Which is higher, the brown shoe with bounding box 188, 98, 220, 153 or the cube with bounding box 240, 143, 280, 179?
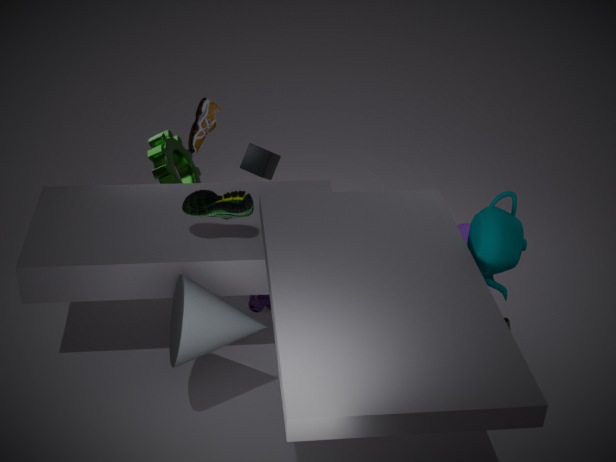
the brown shoe with bounding box 188, 98, 220, 153
